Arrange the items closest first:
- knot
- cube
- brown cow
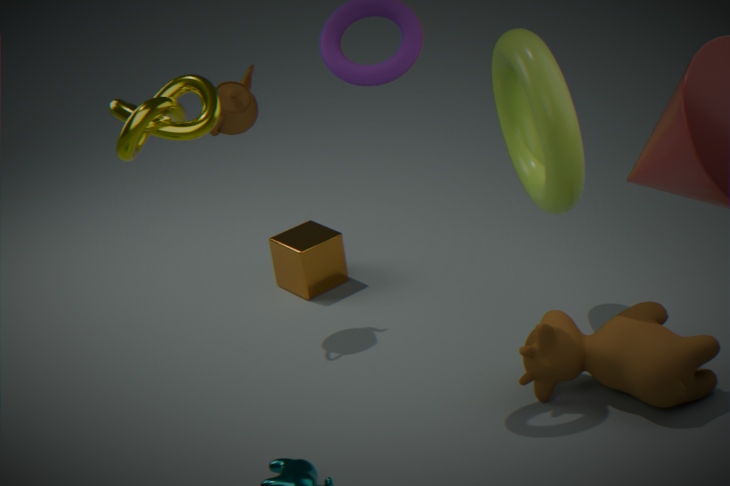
knot
brown cow
cube
